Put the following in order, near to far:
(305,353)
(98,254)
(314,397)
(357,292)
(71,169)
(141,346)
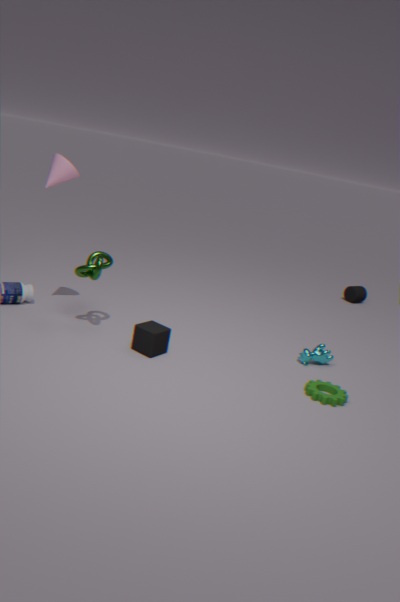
(314,397) < (141,346) < (71,169) < (98,254) < (305,353) < (357,292)
